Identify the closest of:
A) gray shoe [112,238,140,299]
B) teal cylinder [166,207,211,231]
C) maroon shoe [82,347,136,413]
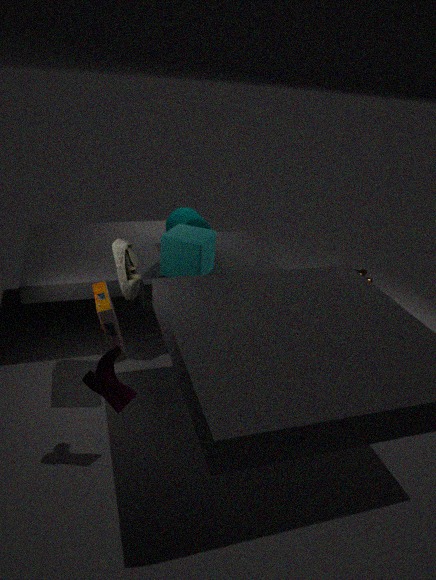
maroon shoe [82,347,136,413]
